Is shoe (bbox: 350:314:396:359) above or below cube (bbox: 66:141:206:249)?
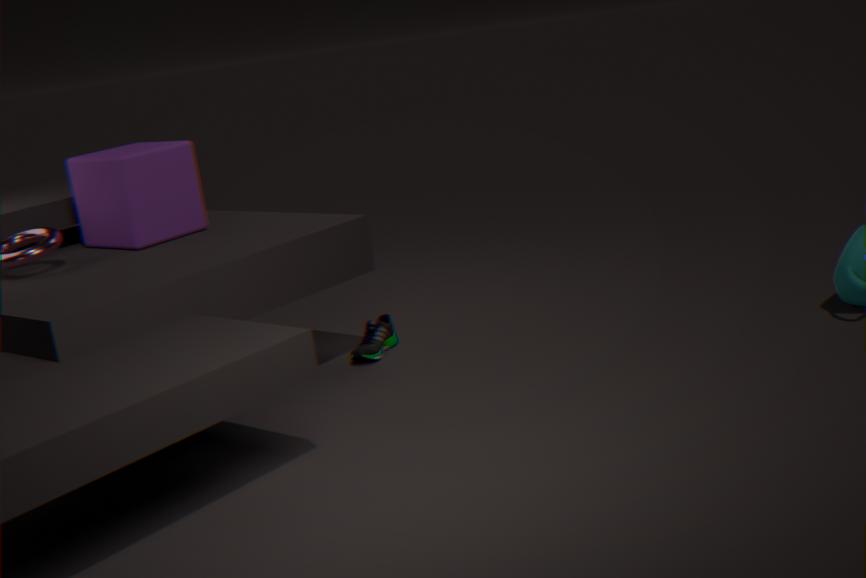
below
